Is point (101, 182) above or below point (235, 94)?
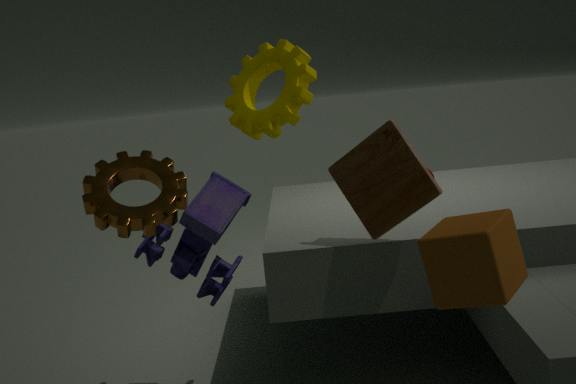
below
